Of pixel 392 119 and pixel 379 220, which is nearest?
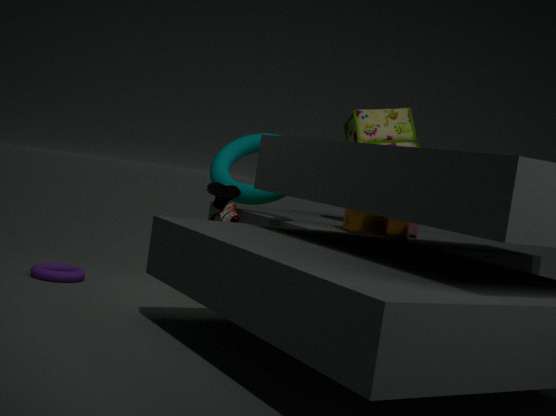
pixel 379 220
